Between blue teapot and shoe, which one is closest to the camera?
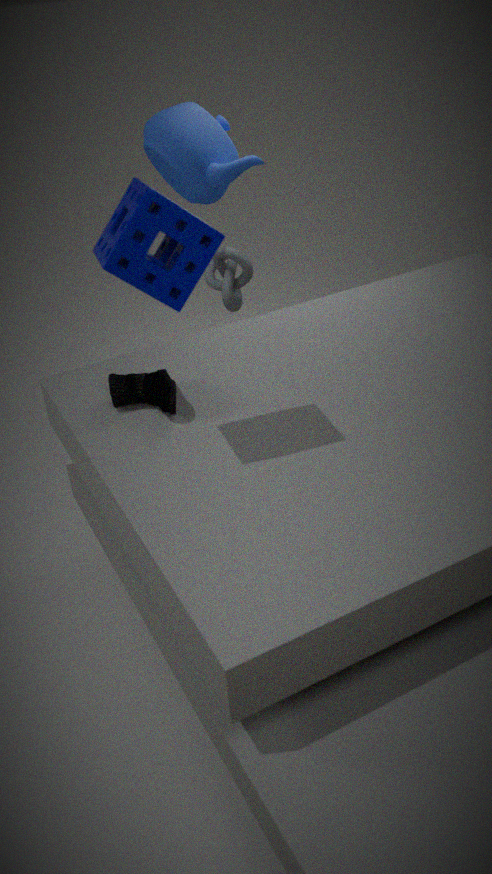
shoe
